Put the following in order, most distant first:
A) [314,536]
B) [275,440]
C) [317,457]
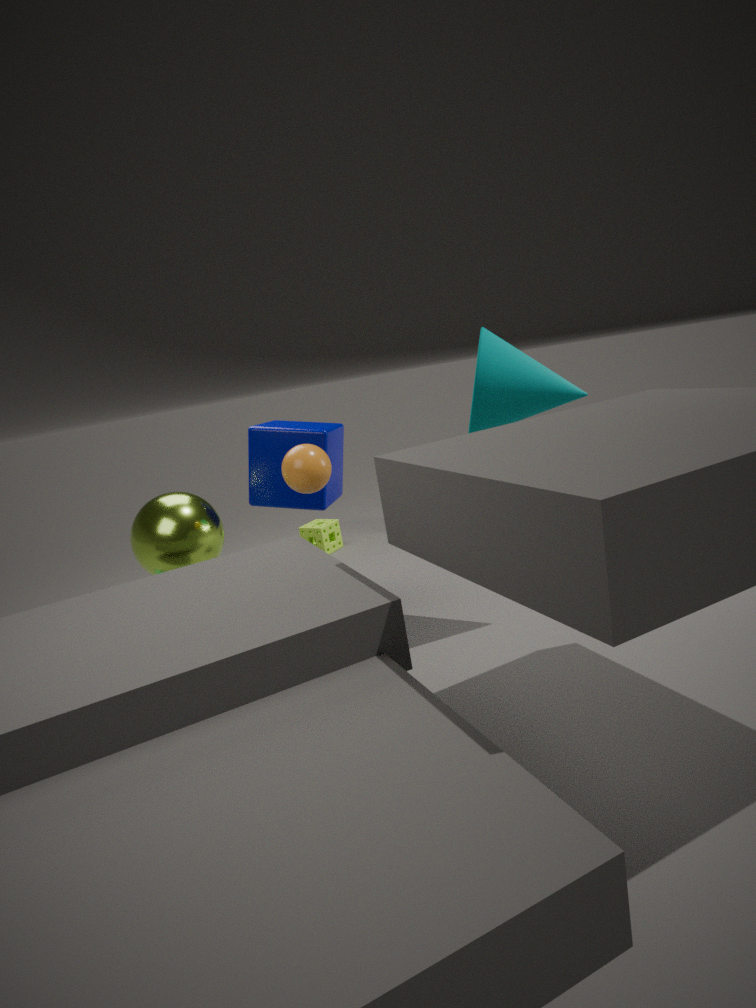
[314,536] → [275,440] → [317,457]
